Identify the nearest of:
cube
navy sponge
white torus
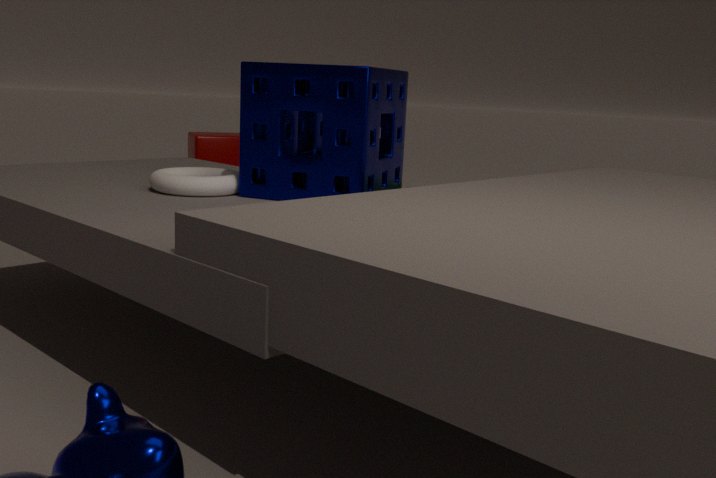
navy sponge
